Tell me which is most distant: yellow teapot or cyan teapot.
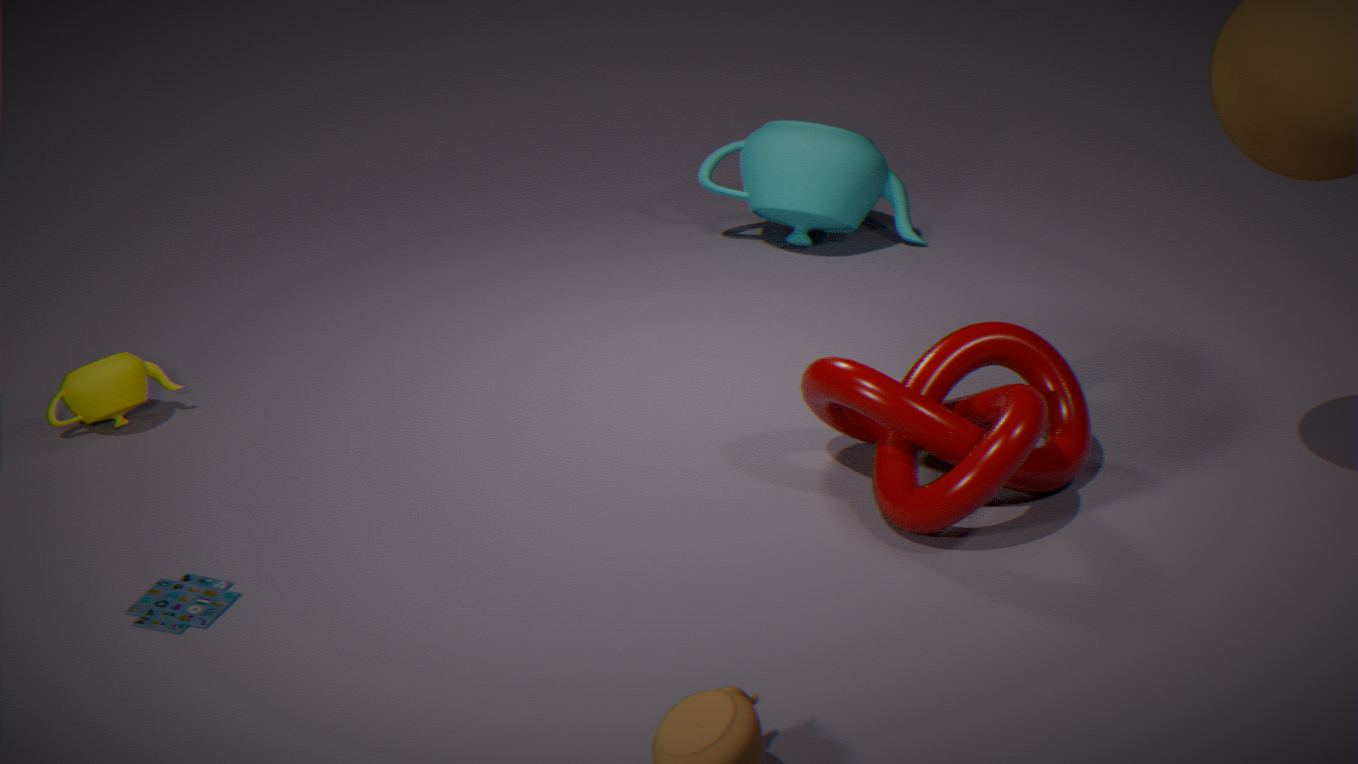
cyan teapot
